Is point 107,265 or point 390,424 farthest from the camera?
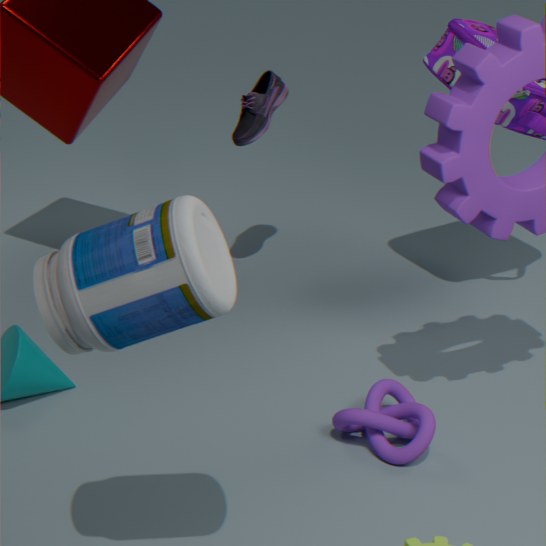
point 390,424
